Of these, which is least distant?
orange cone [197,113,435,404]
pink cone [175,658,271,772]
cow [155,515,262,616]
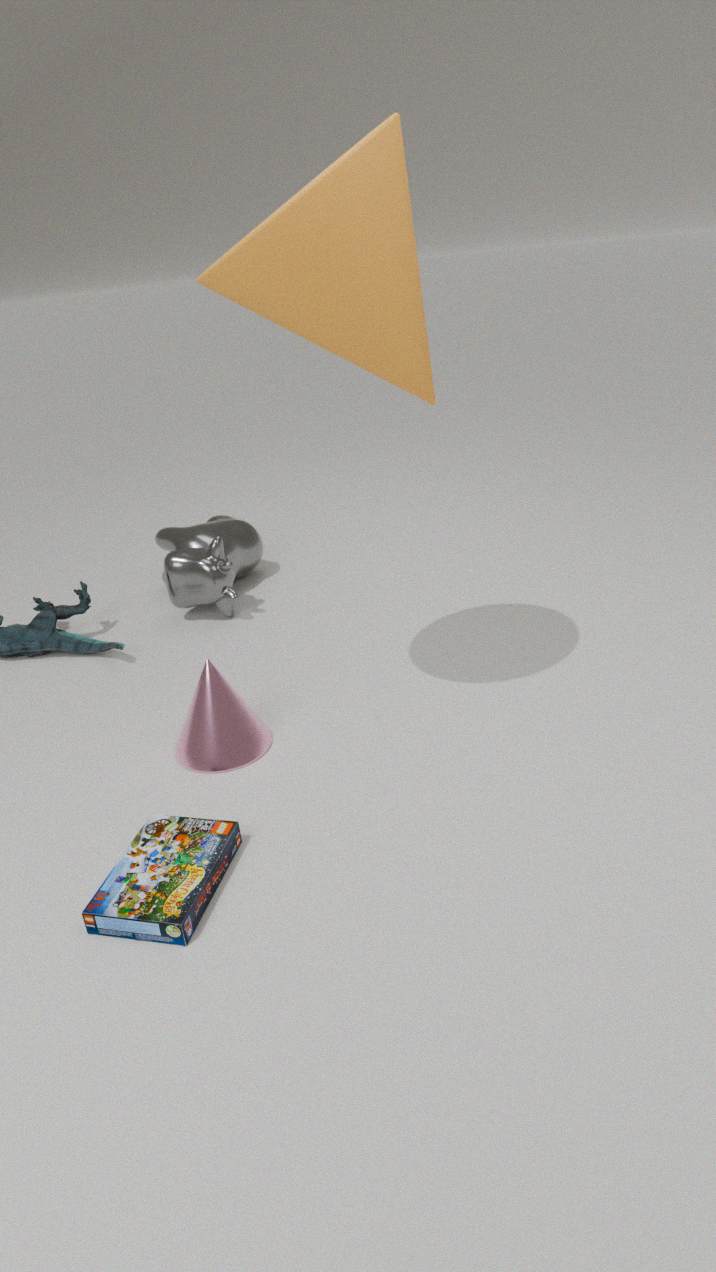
orange cone [197,113,435,404]
